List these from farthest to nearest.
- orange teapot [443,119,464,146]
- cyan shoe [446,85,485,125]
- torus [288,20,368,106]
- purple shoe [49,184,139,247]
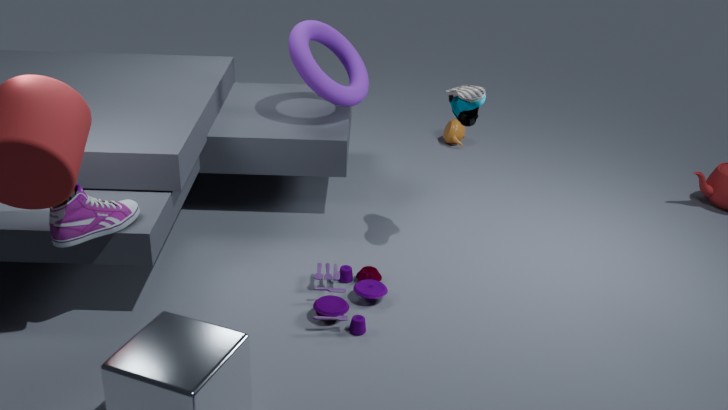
orange teapot [443,119,464,146] → torus [288,20,368,106] → cyan shoe [446,85,485,125] → purple shoe [49,184,139,247]
